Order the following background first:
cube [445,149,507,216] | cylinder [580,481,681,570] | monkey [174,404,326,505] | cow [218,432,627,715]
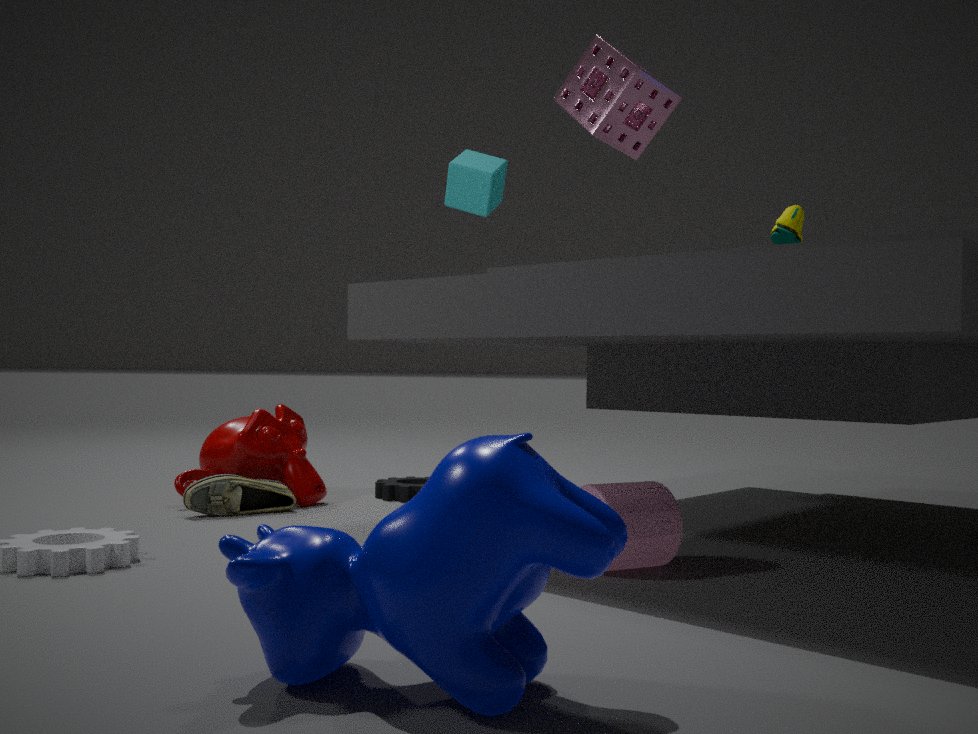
1. cube [445,149,507,216]
2. monkey [174,404,326,505]
3. cylinder [580,481,681,570]
4. cow [218,432,627,715]
